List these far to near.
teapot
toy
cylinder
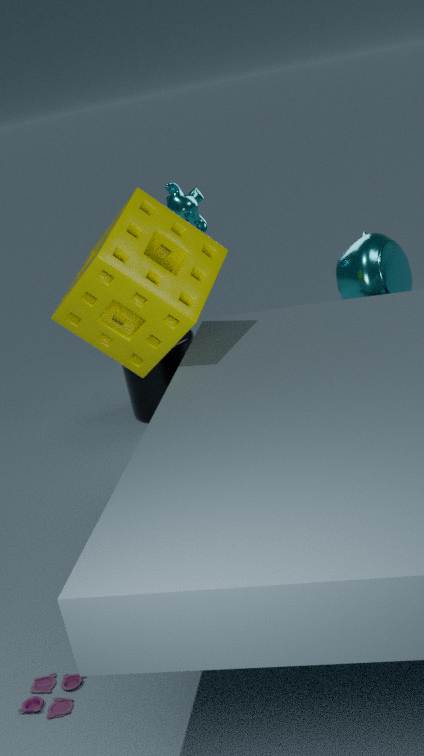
1. cylinder
2. teapot
3. toy
